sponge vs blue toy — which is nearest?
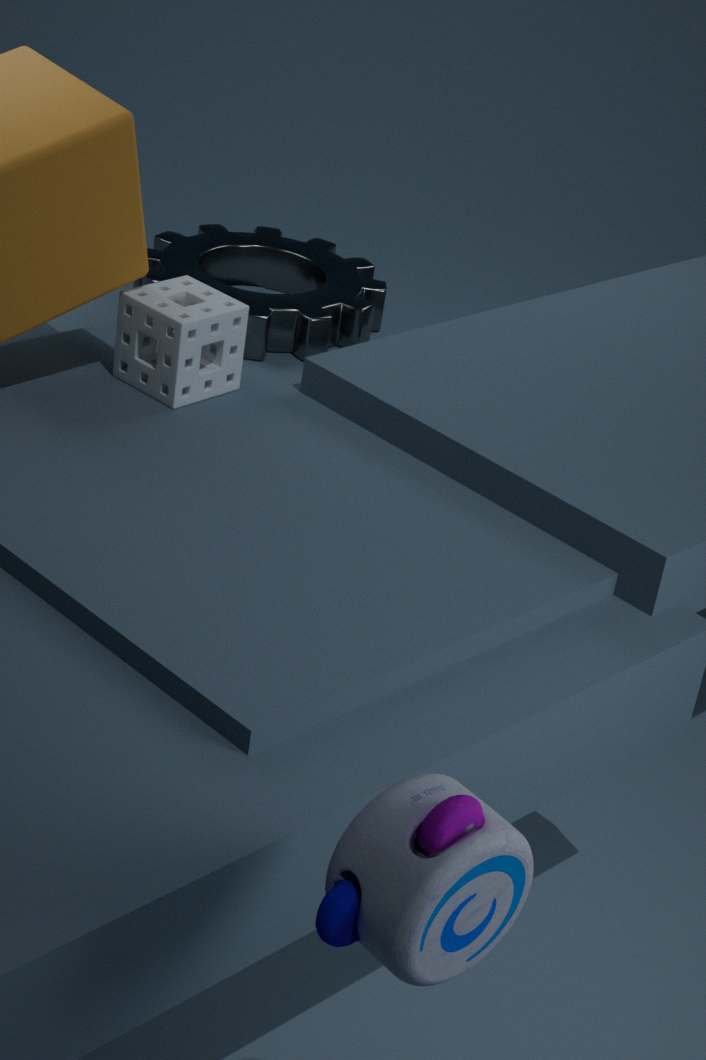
blue toy
